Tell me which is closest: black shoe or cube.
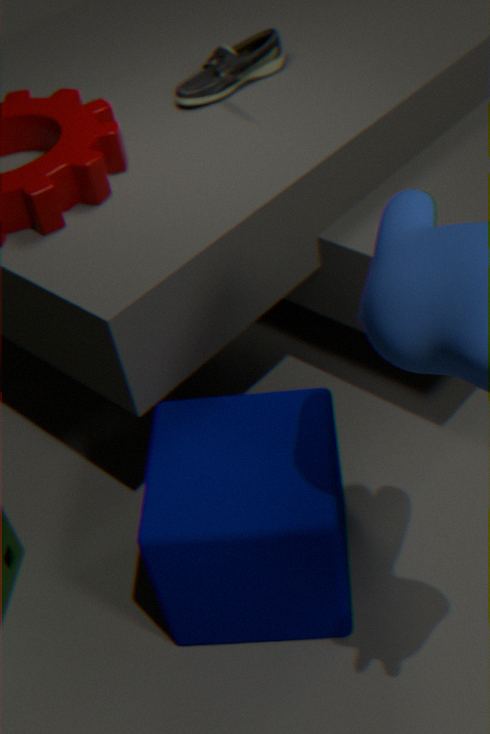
cube
